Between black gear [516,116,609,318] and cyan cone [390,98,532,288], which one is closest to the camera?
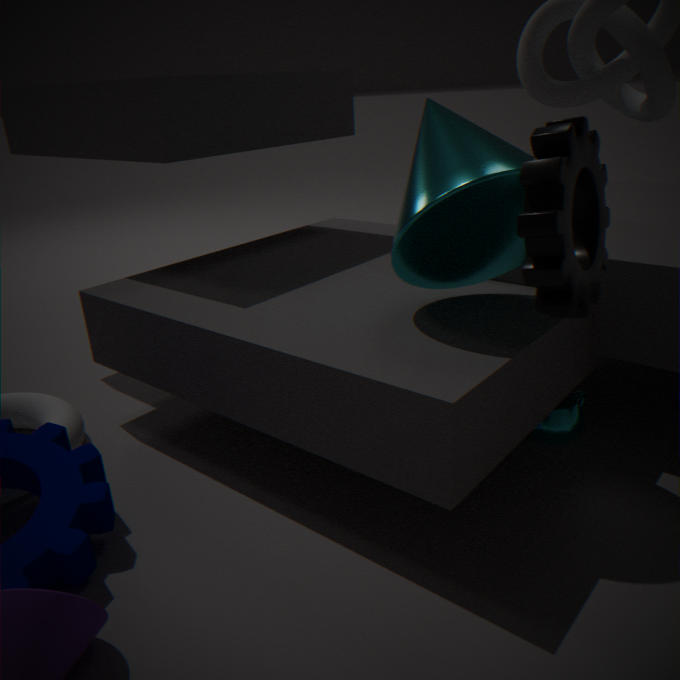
black gear [516,116,609,318]
